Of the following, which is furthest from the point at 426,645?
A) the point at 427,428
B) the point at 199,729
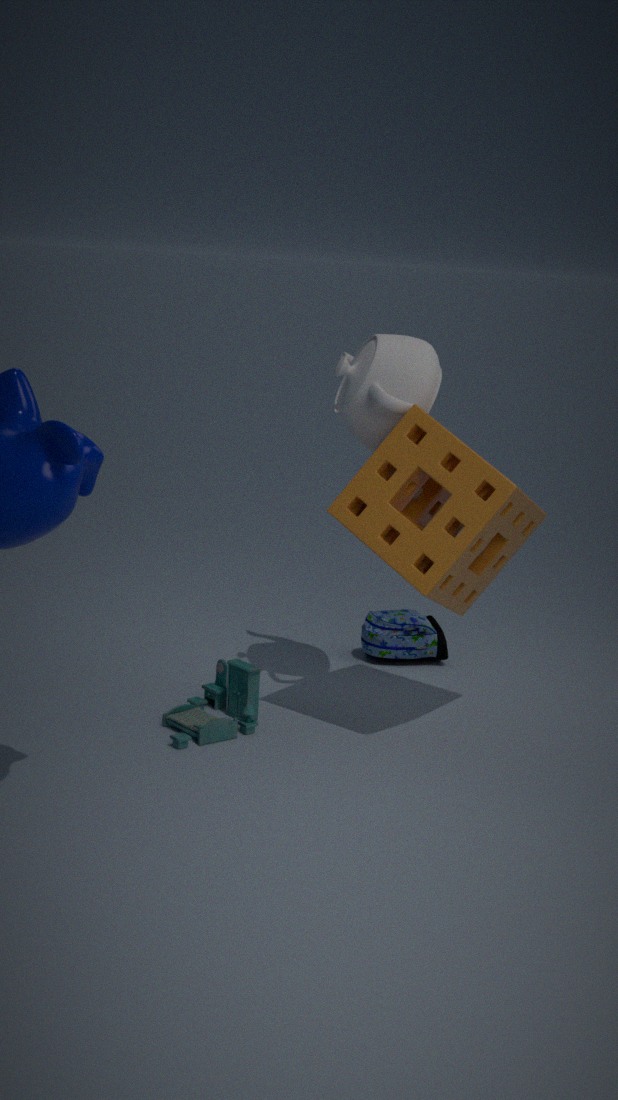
the point at 199,729
